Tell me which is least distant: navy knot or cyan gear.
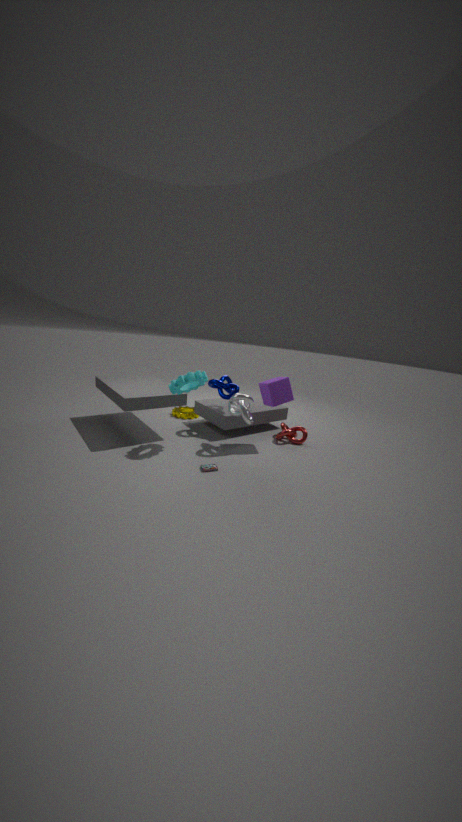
cyan gear
